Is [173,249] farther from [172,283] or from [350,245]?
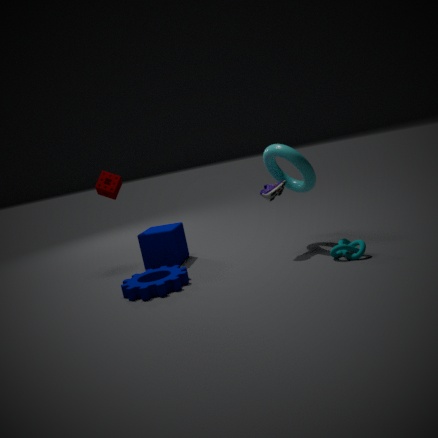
[350,245]
